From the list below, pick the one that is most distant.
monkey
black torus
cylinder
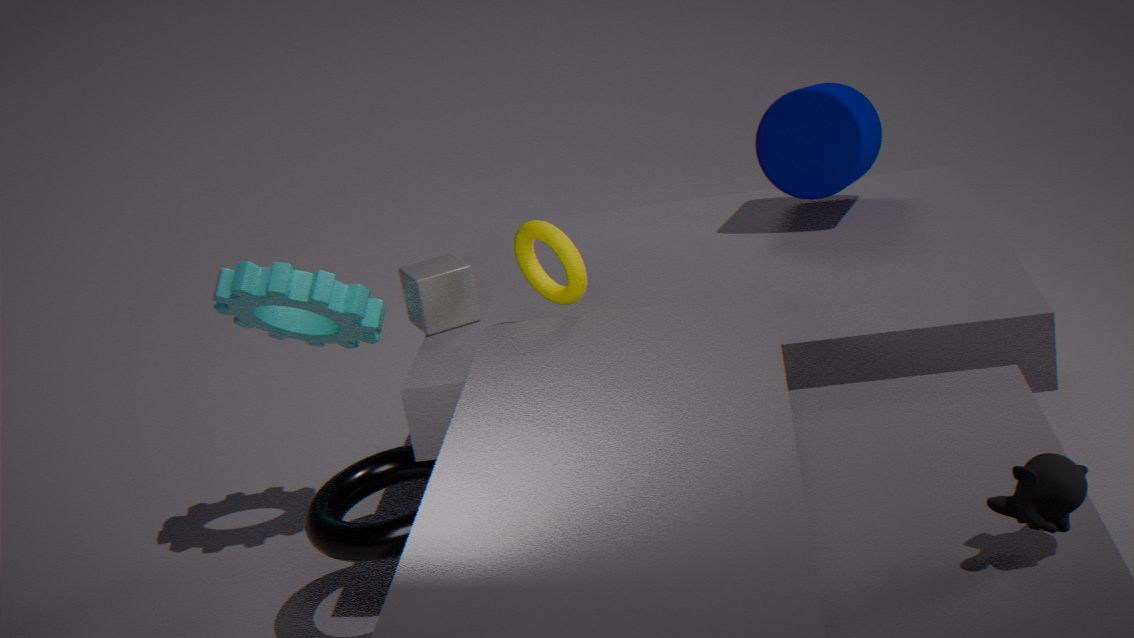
cylinder
